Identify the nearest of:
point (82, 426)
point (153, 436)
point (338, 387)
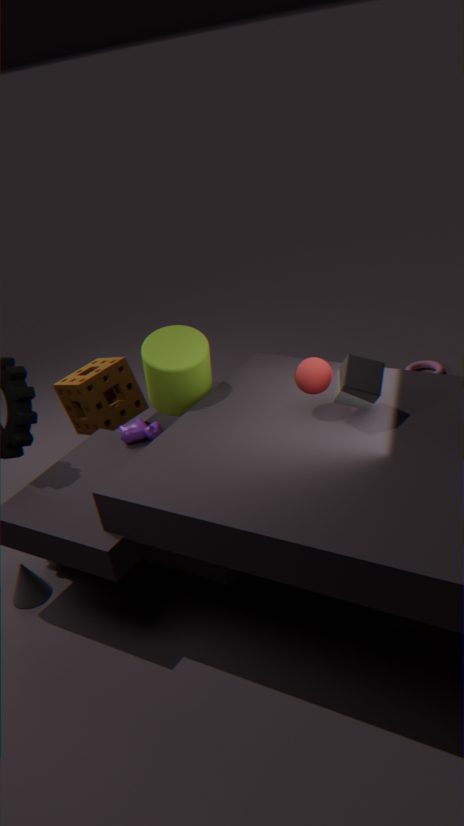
point (338, 387)
